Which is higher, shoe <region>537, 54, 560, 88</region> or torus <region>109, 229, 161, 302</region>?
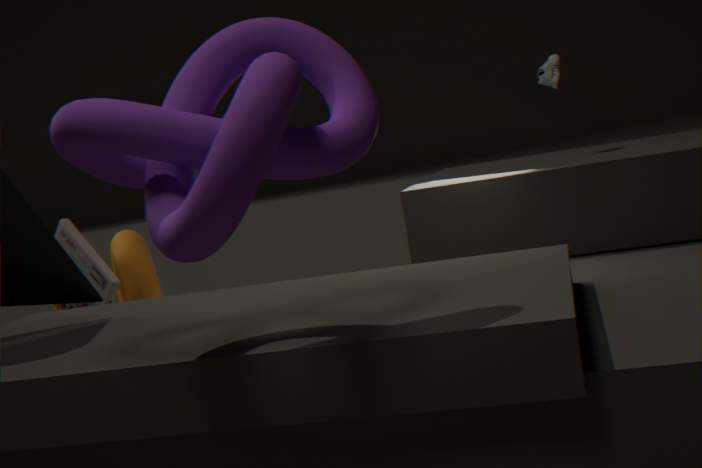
shoe <region>537, 54, 560, 88</region>
